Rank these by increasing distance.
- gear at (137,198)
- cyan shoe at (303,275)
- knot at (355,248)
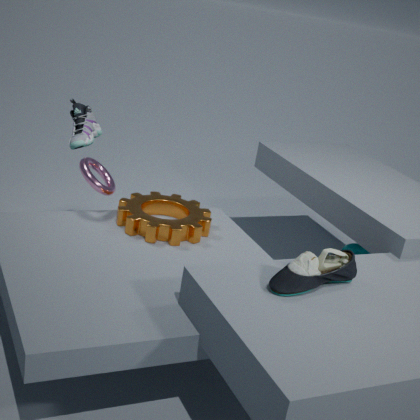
1. cyan shoe at (303,275)
2. gear at (137,198)
3. knot at (355,248)
